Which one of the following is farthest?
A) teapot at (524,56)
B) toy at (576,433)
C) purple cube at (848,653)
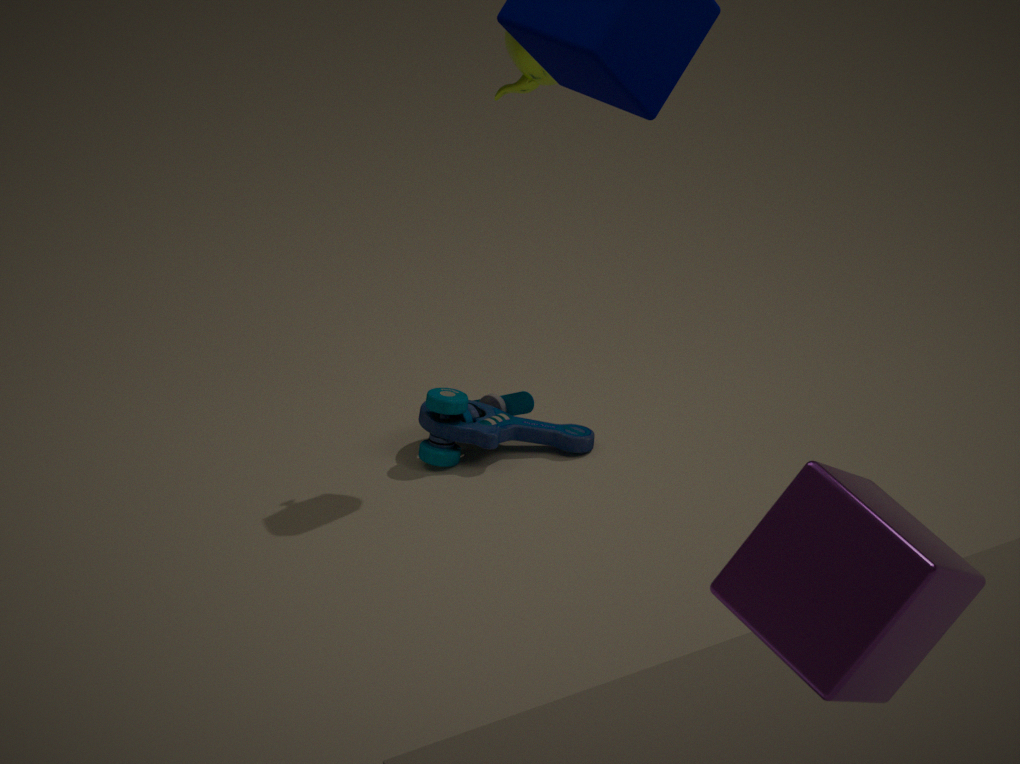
toy at (576,433)
